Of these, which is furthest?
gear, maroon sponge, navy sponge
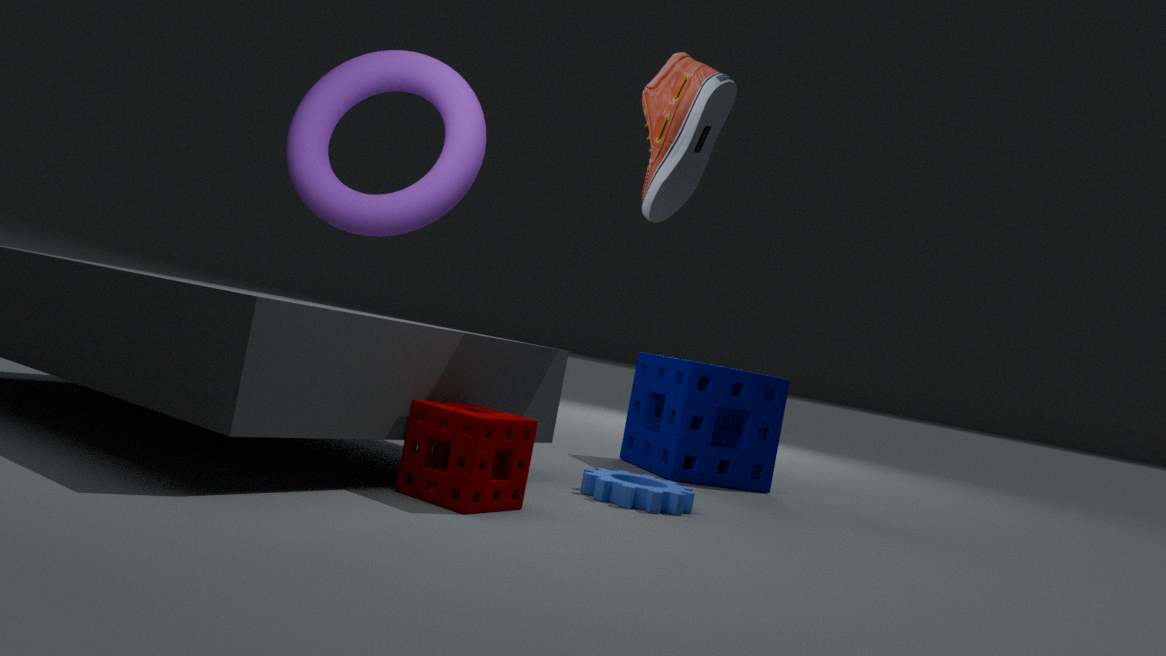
navy sponge
